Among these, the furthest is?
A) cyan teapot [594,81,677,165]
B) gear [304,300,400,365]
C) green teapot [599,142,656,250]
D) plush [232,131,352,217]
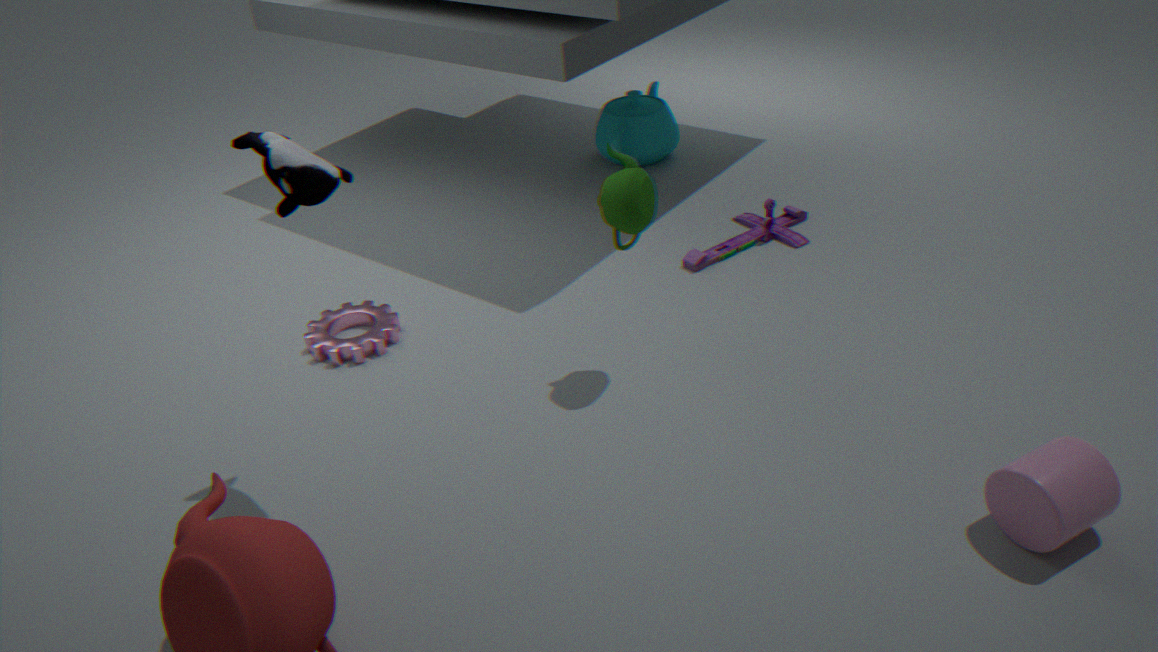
cyan teapot [594,81,677,165]
